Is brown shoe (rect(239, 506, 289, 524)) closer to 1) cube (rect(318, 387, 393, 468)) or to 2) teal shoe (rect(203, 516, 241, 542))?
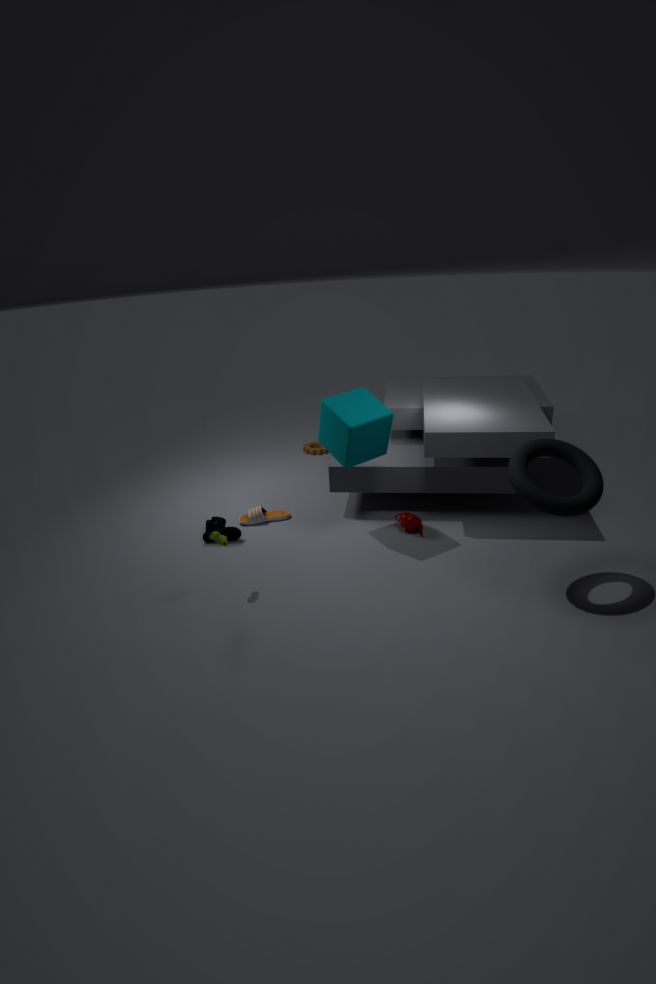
2) teal shoe (rect(203, 516, 241, 542))
